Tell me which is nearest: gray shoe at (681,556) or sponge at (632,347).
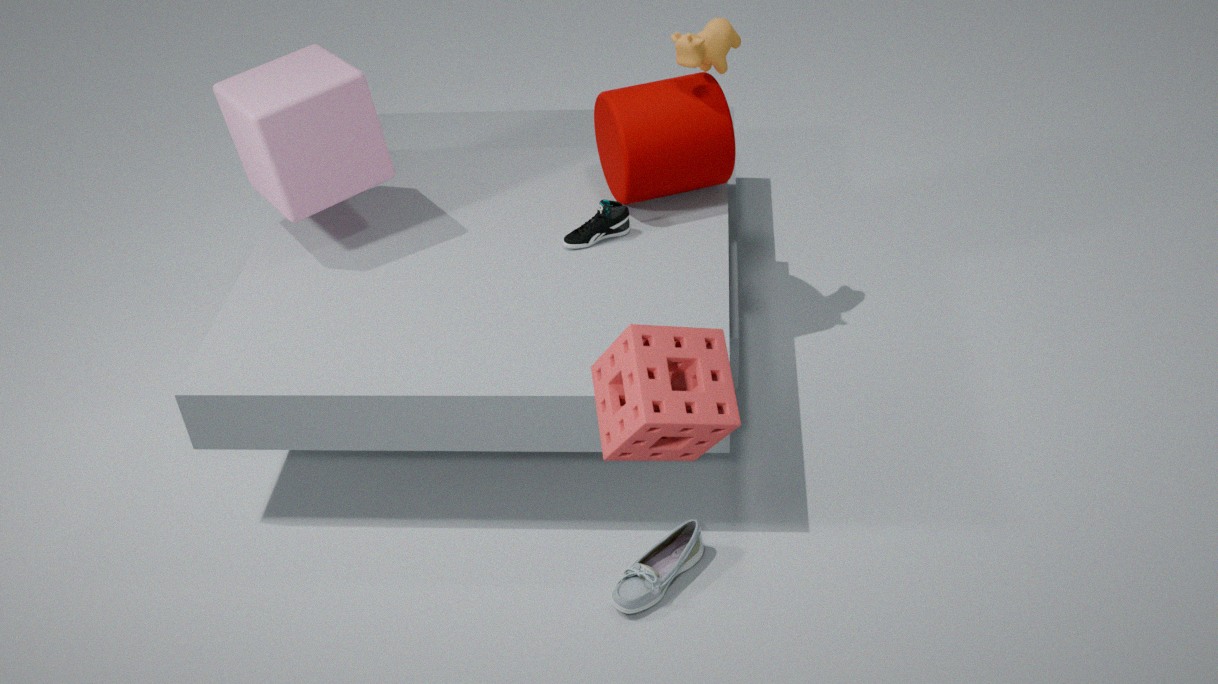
sponge at (632,347)
